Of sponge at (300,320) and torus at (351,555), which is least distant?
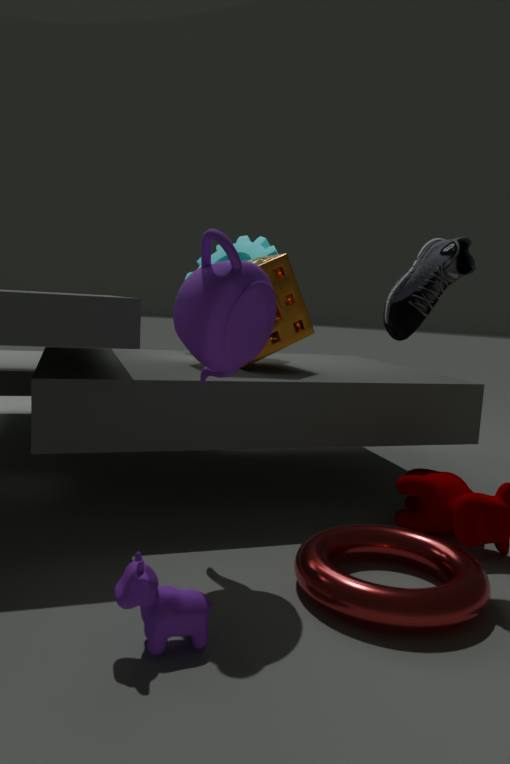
torus at (351,555)
